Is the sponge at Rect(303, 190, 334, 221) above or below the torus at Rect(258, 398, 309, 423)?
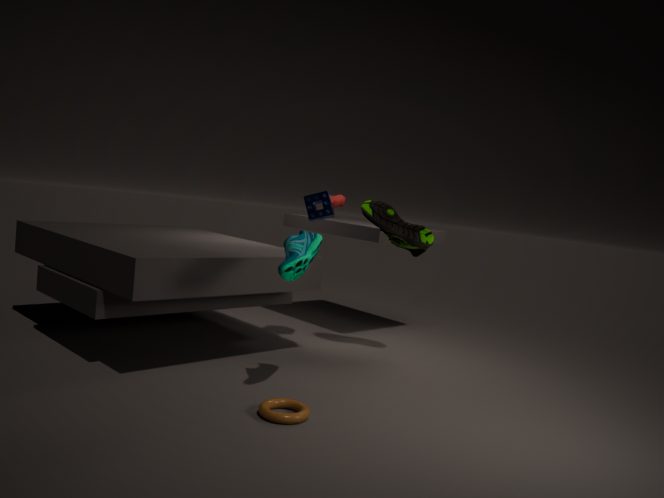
above
